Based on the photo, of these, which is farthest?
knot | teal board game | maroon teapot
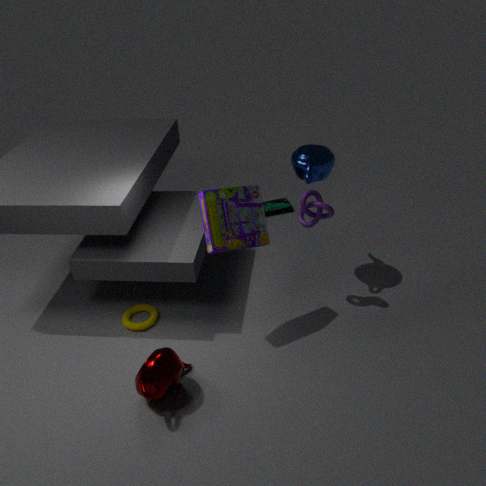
teal board game
